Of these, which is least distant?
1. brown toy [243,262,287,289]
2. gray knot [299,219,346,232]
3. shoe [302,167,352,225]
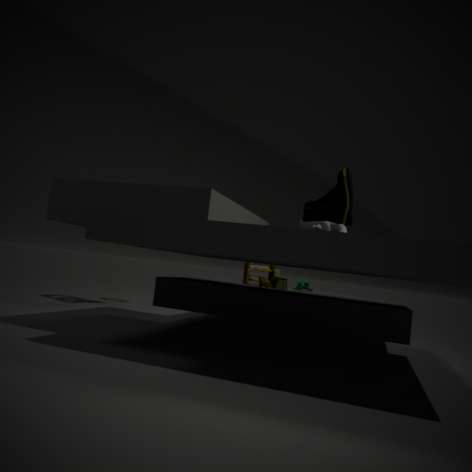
shoe [302,167,352,225]
